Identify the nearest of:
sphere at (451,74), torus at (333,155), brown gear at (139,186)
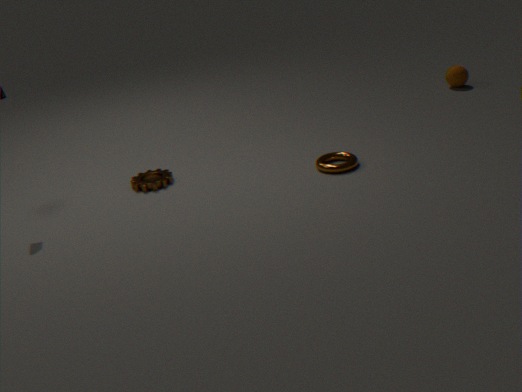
torus at (333,155)
